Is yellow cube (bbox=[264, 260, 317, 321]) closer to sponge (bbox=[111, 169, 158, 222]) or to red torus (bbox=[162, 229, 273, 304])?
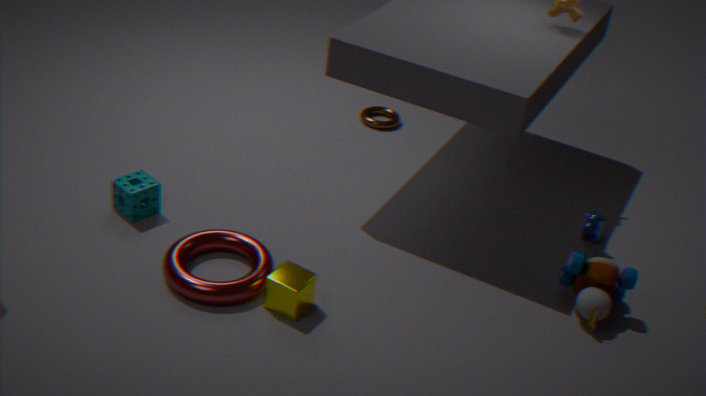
red torus (bbox=[162, 229, 273, 304])
